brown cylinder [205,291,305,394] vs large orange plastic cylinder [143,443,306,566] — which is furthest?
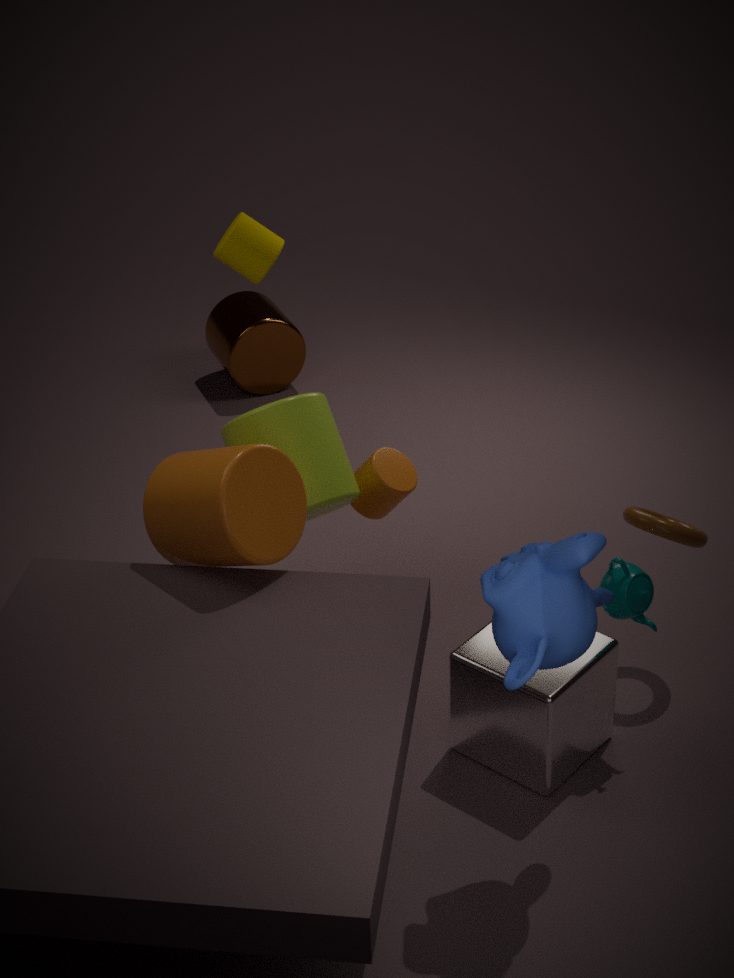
brown cylinder [205,291,305,394]
